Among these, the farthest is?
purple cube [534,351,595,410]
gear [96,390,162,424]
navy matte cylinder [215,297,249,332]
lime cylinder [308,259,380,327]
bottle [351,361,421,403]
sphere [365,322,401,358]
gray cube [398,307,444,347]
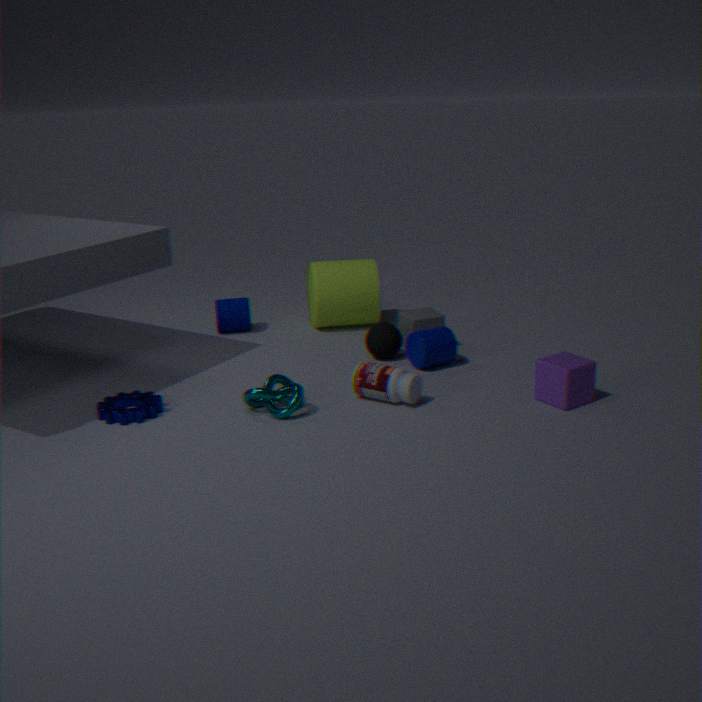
navy matte cylinder [215,297,249,332]
